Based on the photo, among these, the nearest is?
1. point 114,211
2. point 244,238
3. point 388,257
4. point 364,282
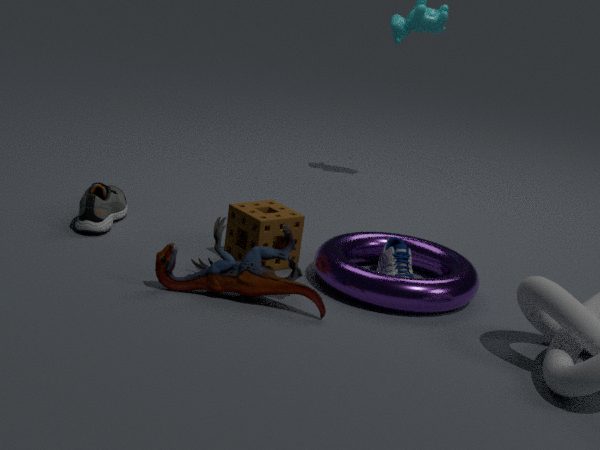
point 364,282
